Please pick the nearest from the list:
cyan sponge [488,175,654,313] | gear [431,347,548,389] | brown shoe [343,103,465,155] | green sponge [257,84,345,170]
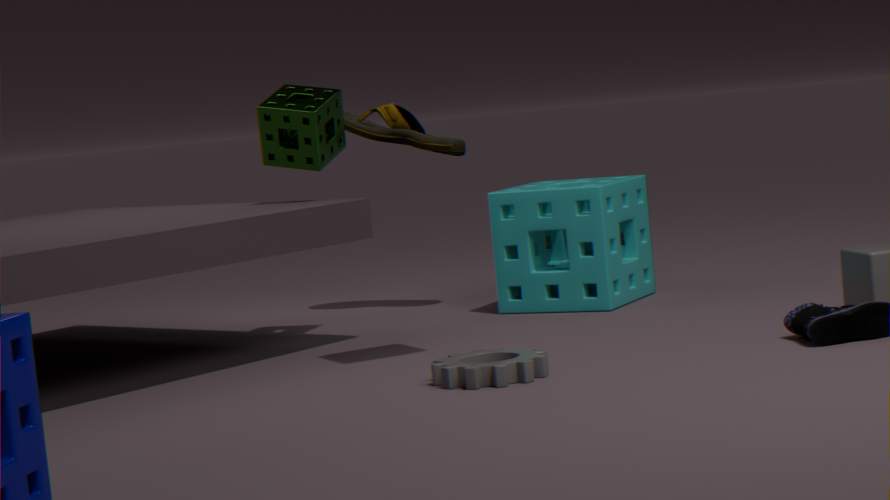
gear [431,347,548,389]
